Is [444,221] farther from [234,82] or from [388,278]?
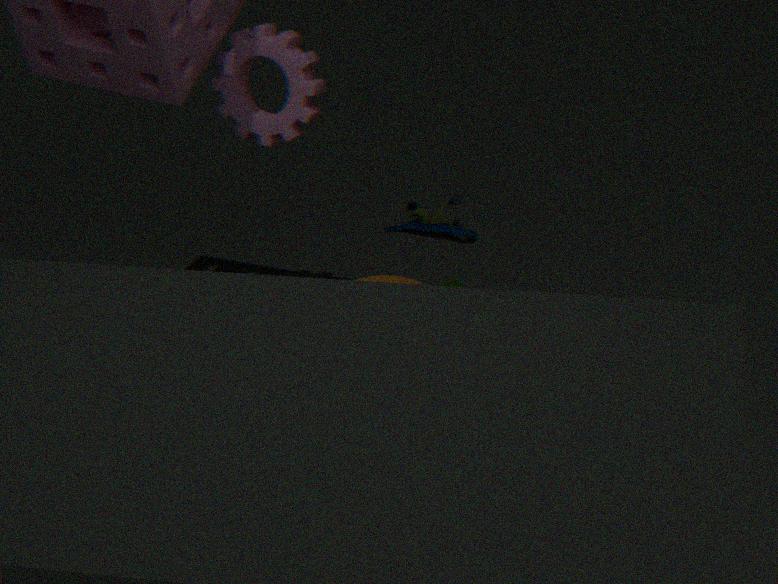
[388,278]
